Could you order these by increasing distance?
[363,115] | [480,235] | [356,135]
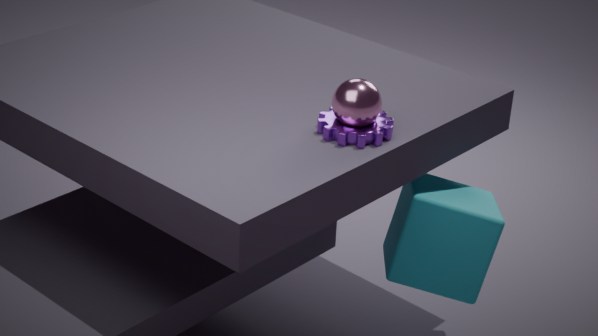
[363,115] → [356,135] → [480,235]
